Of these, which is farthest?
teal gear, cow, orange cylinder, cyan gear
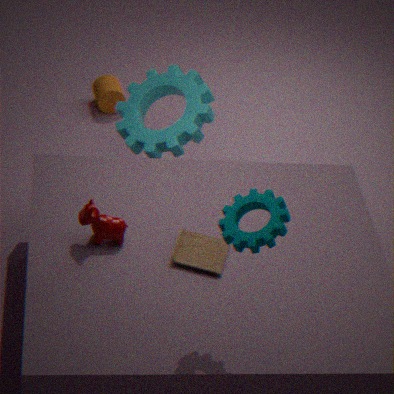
orange cylinder
